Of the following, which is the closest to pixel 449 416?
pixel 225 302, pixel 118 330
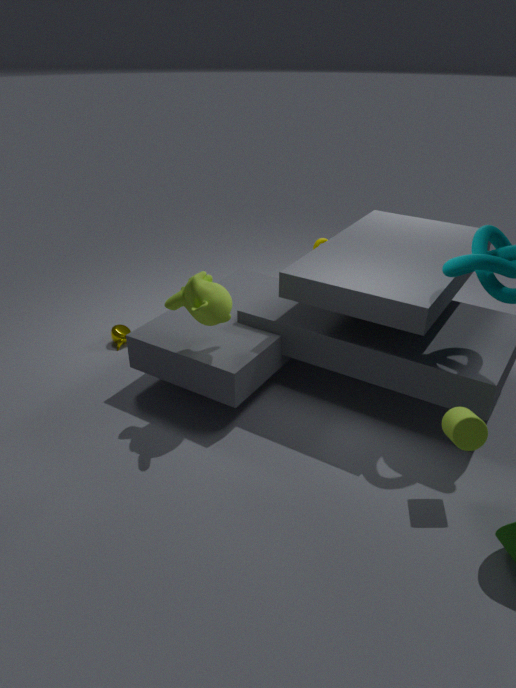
pixel 225 302
